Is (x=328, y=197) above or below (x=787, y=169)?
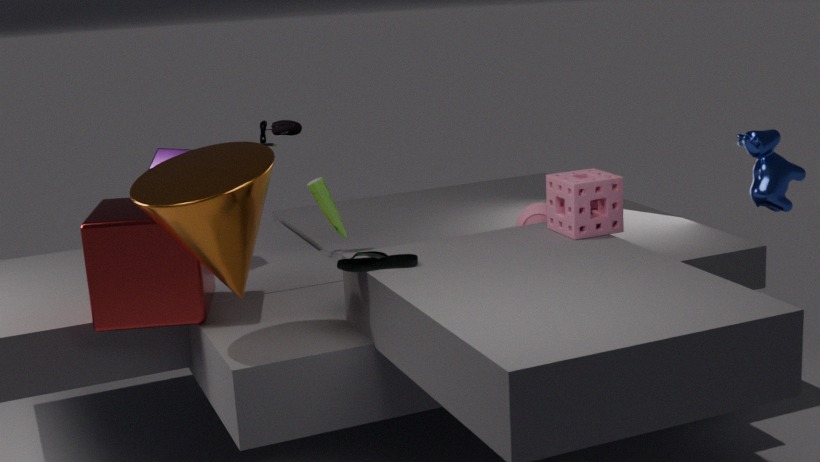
below
